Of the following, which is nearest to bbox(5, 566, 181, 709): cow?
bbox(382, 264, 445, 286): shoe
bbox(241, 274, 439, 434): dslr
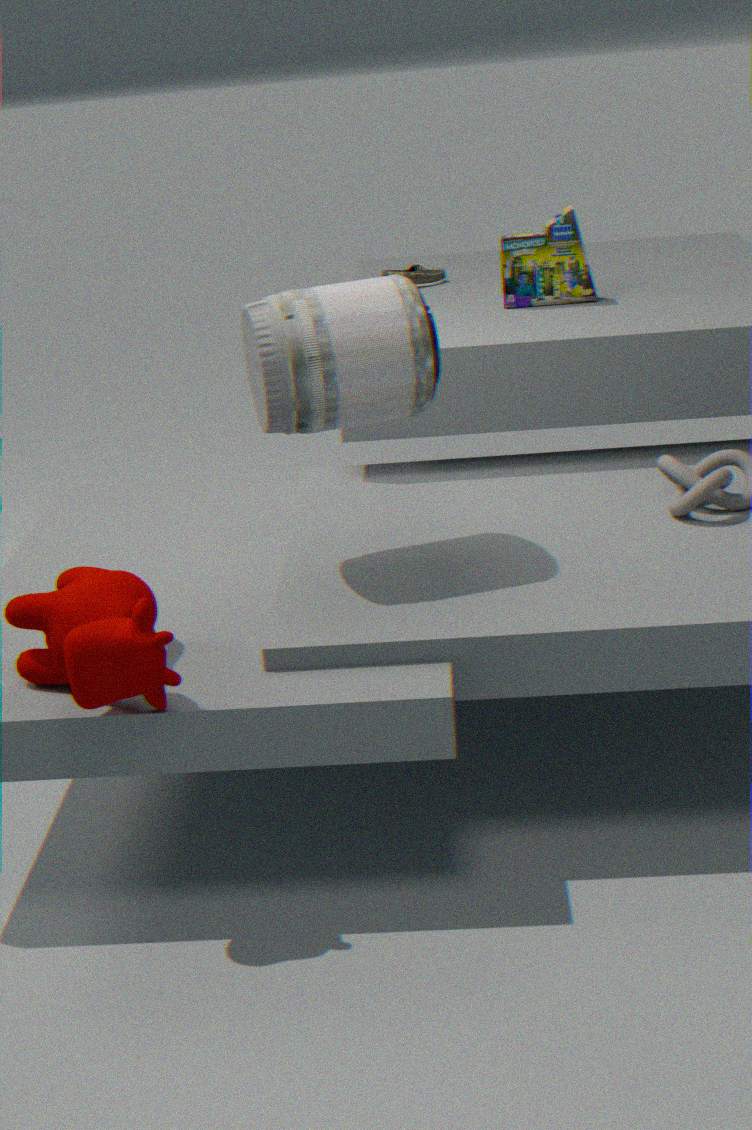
bbox(241, 274, 439, 434): dslr
